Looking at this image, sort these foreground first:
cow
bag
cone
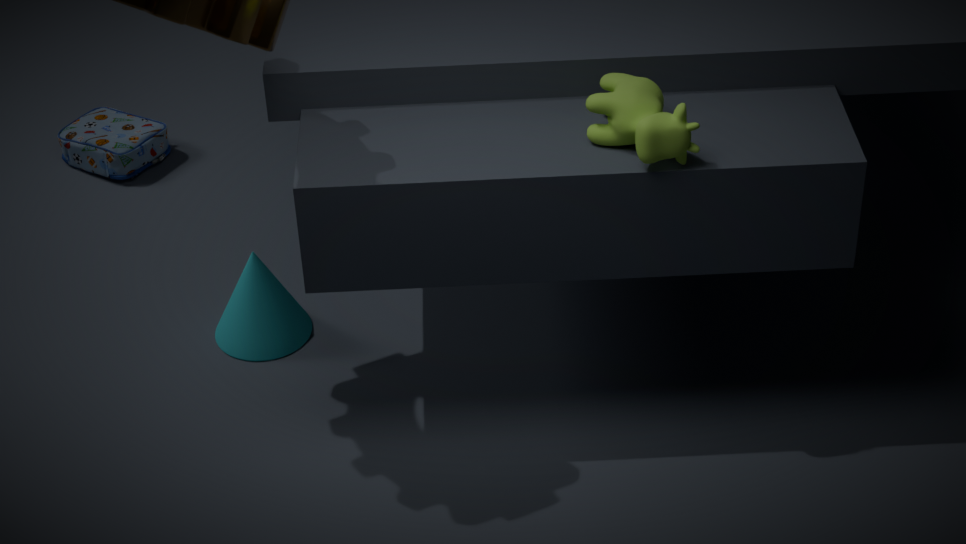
cow < cone < bag
